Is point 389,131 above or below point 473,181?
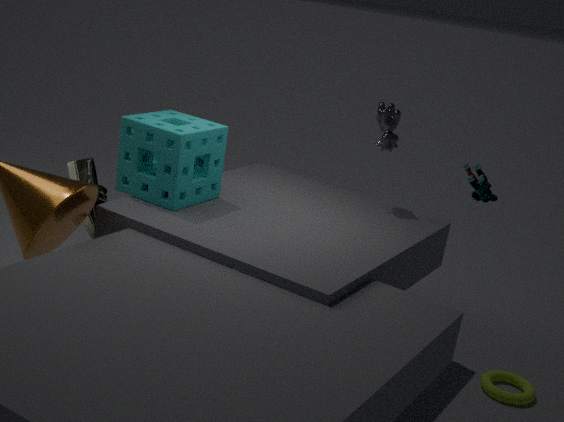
above
